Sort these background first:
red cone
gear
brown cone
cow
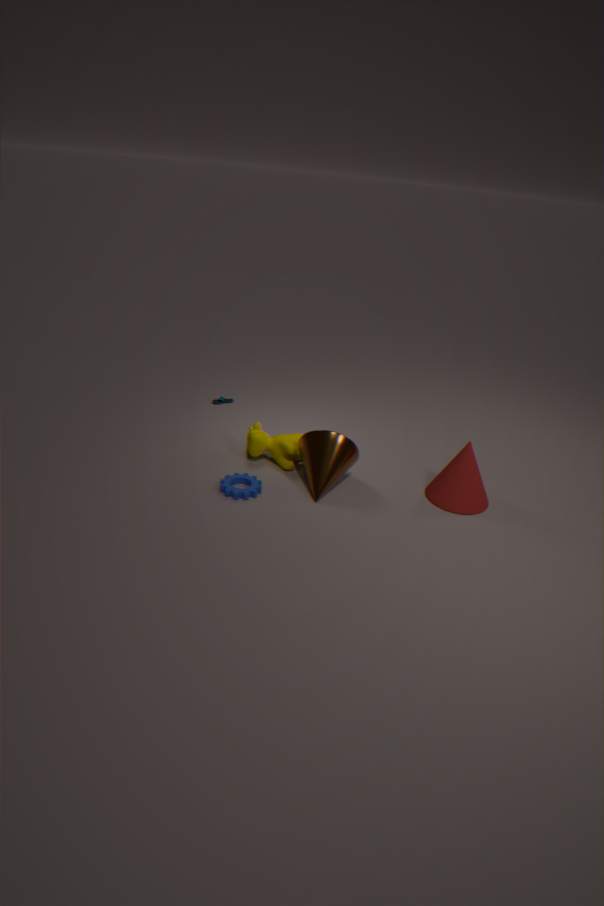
cow, red cone, brown cone, gear
